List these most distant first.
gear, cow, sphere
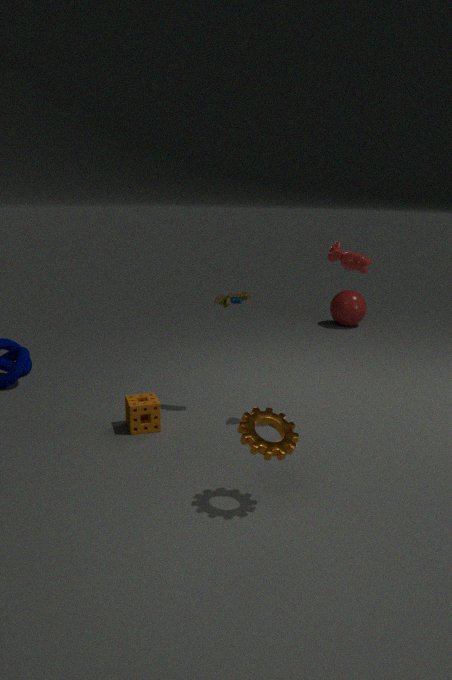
1. sphere
2. cow
3. gear
